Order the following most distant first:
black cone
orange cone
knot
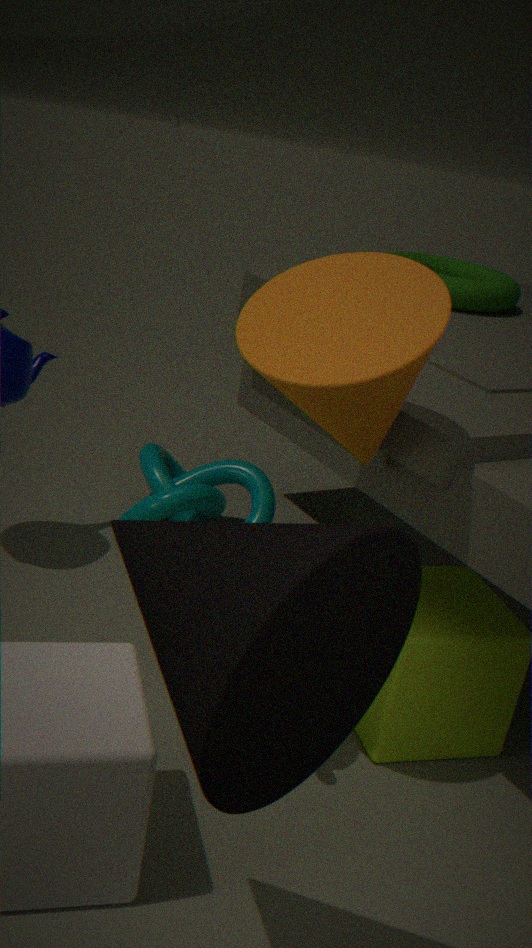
1. knot
2. orange cone
3. black cone
